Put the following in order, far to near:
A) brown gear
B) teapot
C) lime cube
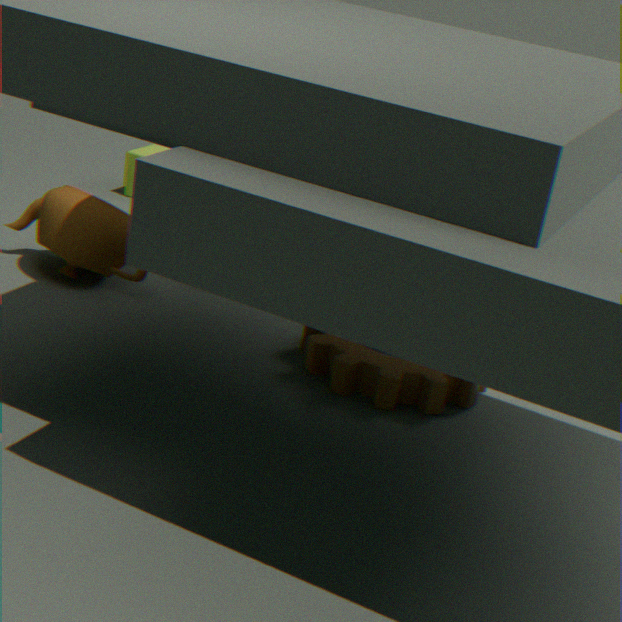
lime cube < teapot < brown gear
